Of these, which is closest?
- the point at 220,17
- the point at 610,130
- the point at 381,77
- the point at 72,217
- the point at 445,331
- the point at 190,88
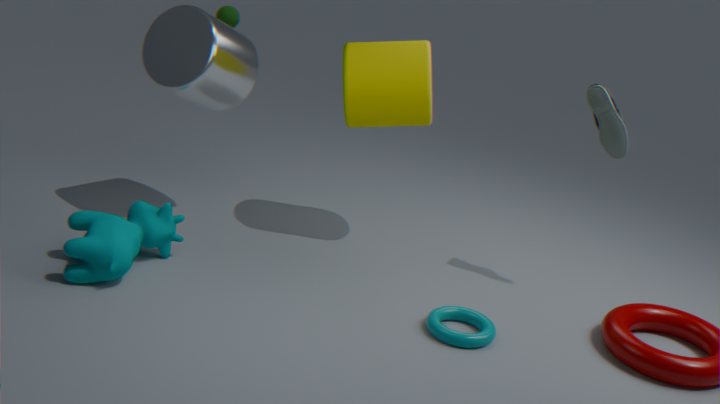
Result: the point at 445,331
